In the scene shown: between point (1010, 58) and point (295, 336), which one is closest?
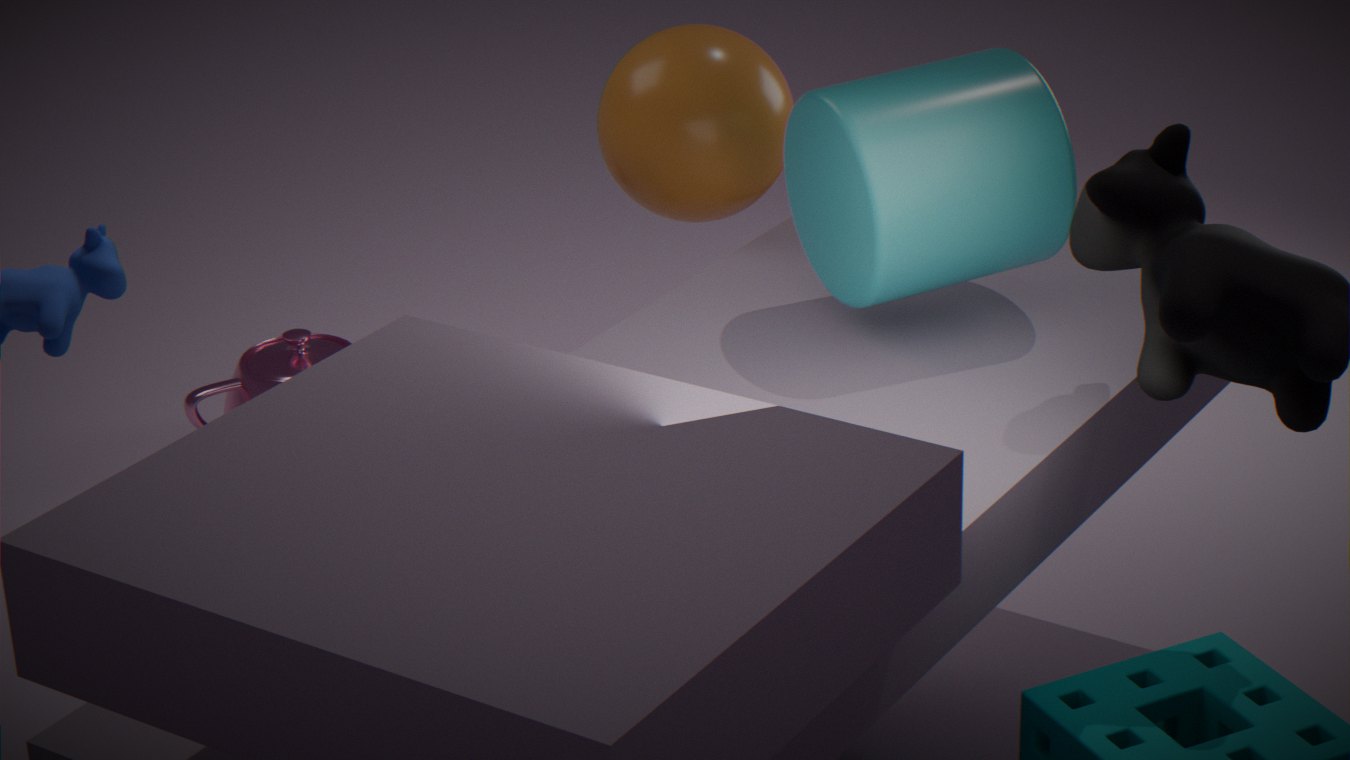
point (1010, 58)
